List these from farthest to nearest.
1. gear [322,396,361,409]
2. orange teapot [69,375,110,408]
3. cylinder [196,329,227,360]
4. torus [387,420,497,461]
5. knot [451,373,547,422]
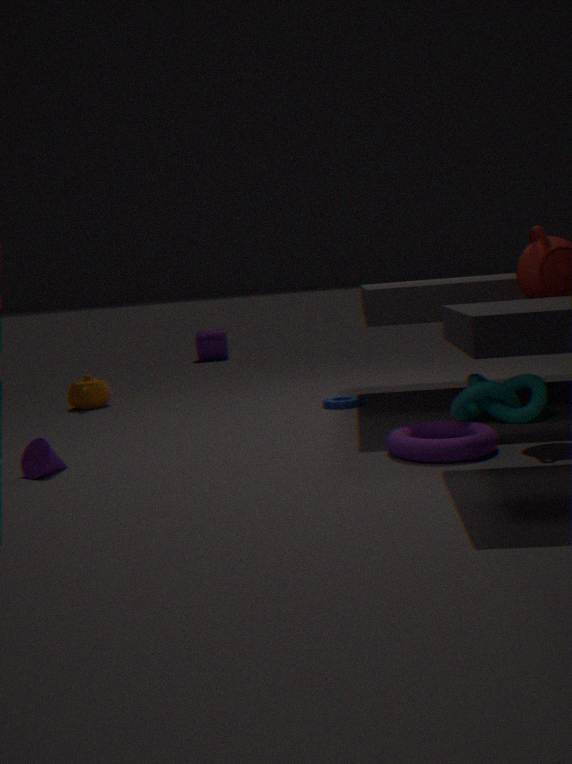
cylinder [196,329,227,360] → orange teapot [69,375,110,408] → gear [322,396,361,409] → knot [451,373,547,422] → torus [387,420,497,461]
